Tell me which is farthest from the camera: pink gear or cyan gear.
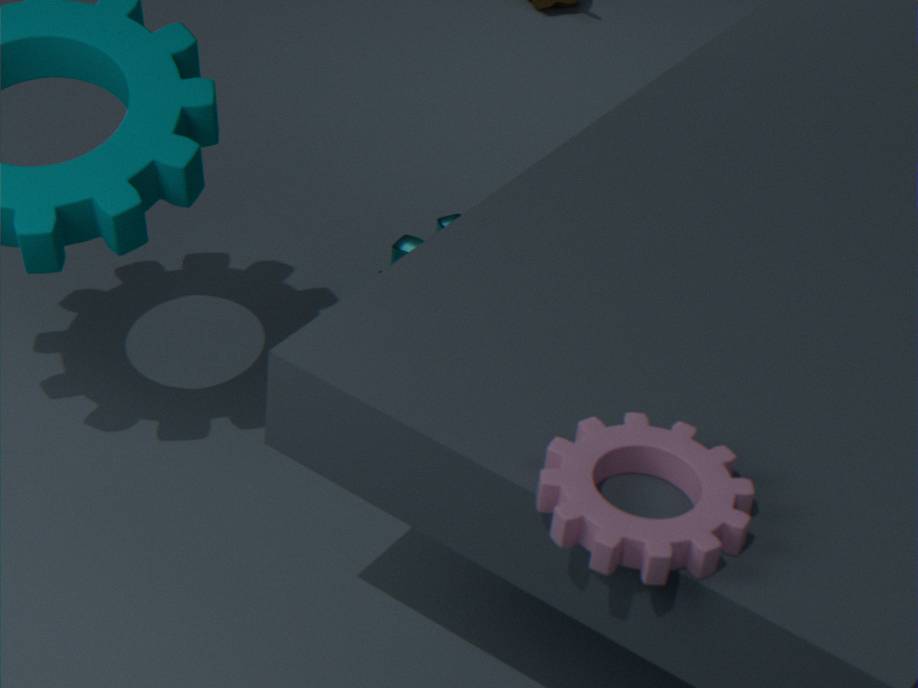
cyan gear
